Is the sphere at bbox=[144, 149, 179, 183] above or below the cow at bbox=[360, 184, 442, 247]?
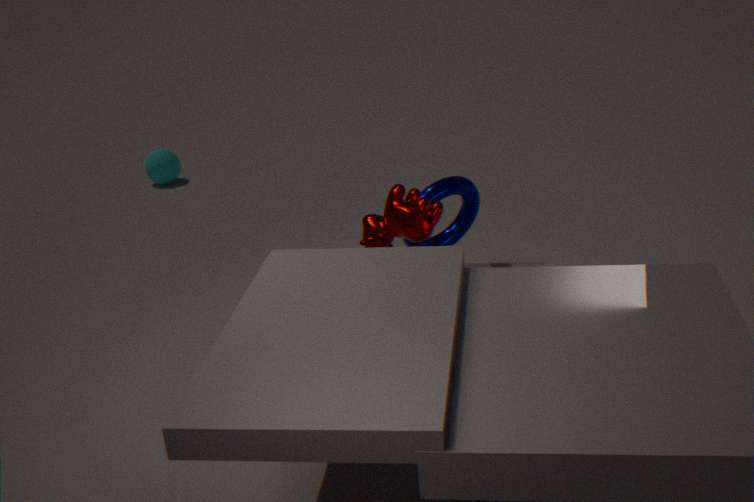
below
